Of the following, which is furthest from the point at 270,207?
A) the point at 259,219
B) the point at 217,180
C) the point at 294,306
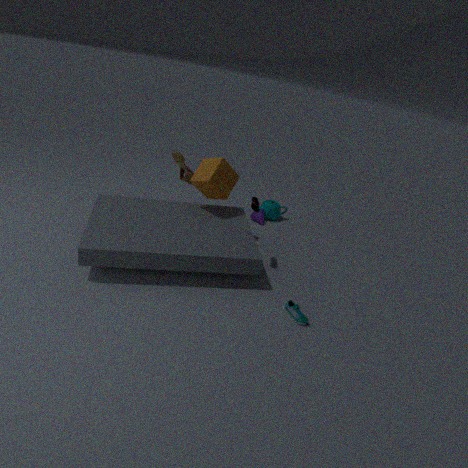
the point at 294,306
